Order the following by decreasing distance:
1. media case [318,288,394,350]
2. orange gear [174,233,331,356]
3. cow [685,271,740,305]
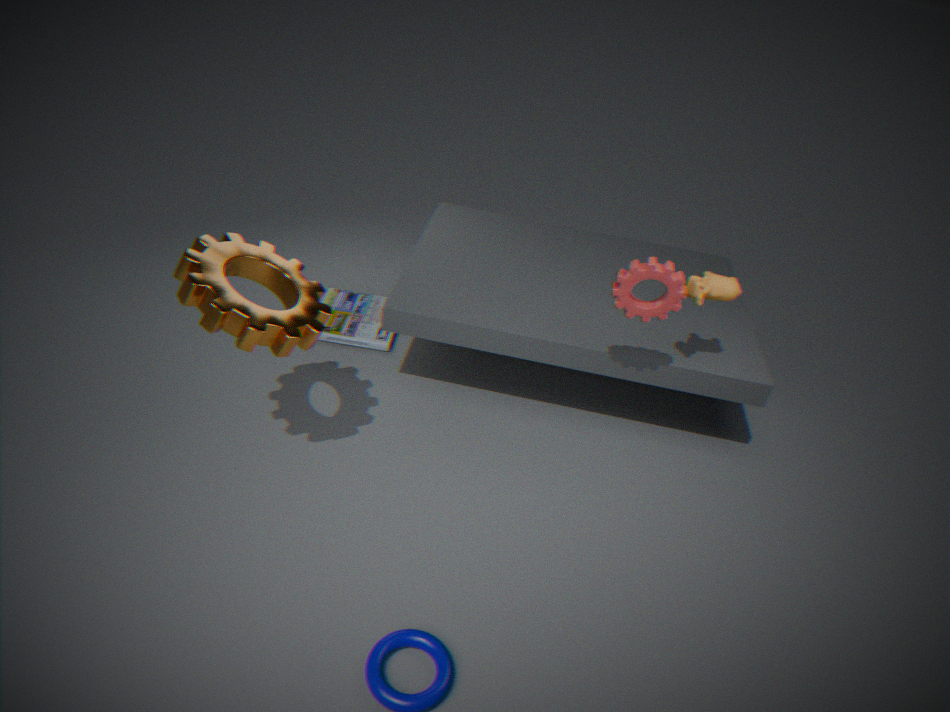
media case [318,288,394,350] → cow [685,271,740,305] → orange gear [174,233,331,356]
